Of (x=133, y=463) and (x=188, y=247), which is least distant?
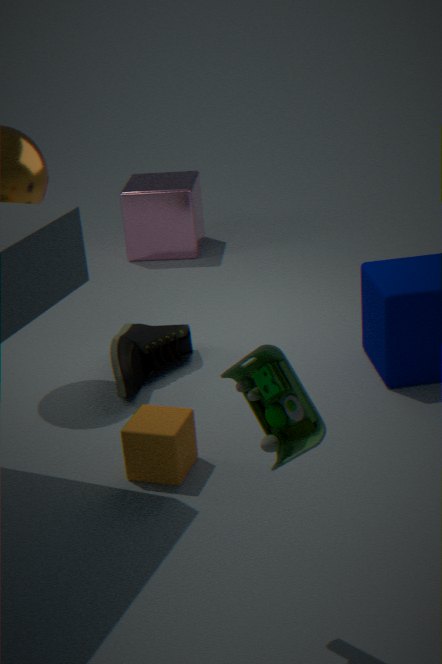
(x=133, y=463)
